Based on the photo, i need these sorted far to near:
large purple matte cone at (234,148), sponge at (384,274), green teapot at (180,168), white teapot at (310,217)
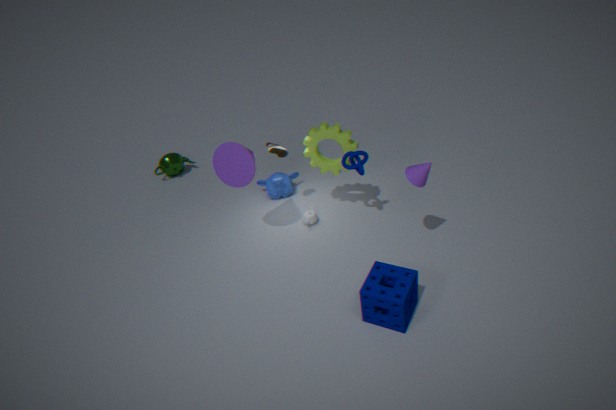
green teapot at (180,168) → white teapot at (310,217) → large purple matte cone at (234,148) → sponge at (384,274)
